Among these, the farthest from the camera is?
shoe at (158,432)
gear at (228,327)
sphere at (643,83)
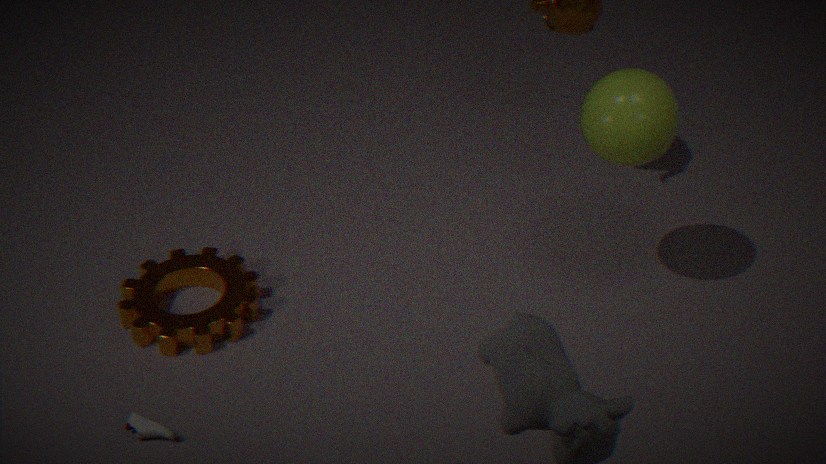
gear at (228,327)
